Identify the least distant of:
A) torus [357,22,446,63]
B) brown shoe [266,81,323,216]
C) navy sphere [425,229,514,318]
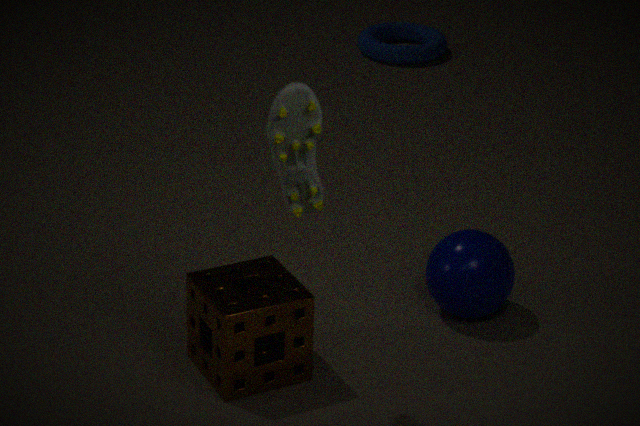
brown shoe [266,81,323,216]
